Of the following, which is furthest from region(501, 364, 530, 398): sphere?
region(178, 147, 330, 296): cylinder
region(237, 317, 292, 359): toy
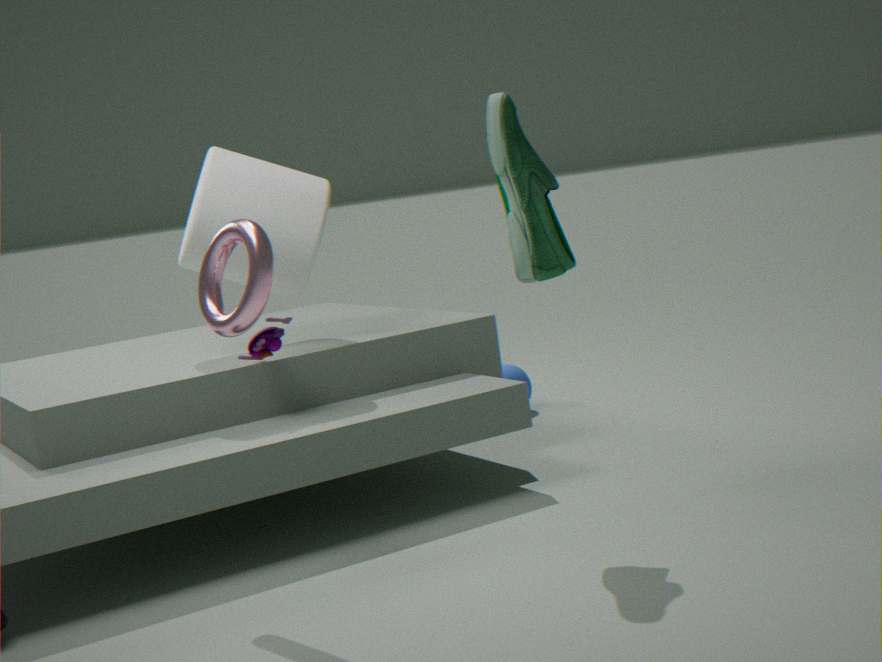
region(237, 317, 292, 359): toy
